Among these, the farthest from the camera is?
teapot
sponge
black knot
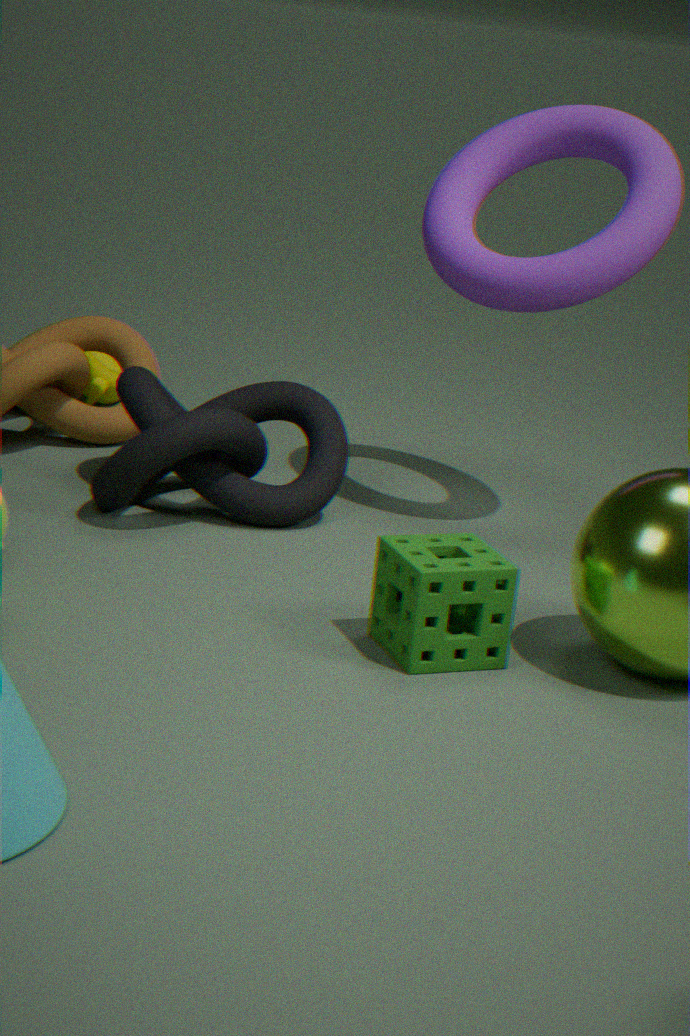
teapot
